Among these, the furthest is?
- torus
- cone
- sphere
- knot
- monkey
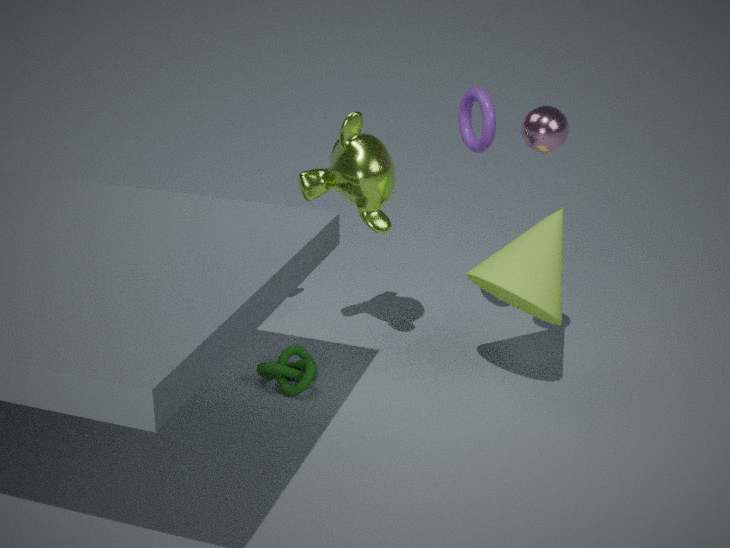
knot
